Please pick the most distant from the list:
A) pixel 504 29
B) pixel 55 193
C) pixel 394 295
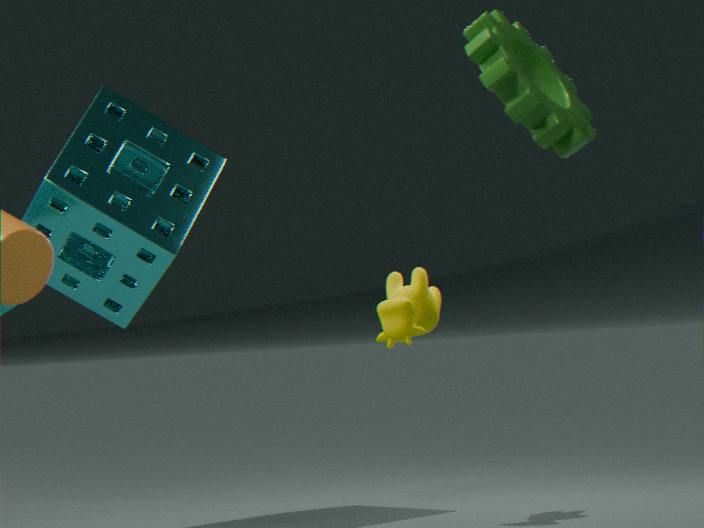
pixel 55 193
